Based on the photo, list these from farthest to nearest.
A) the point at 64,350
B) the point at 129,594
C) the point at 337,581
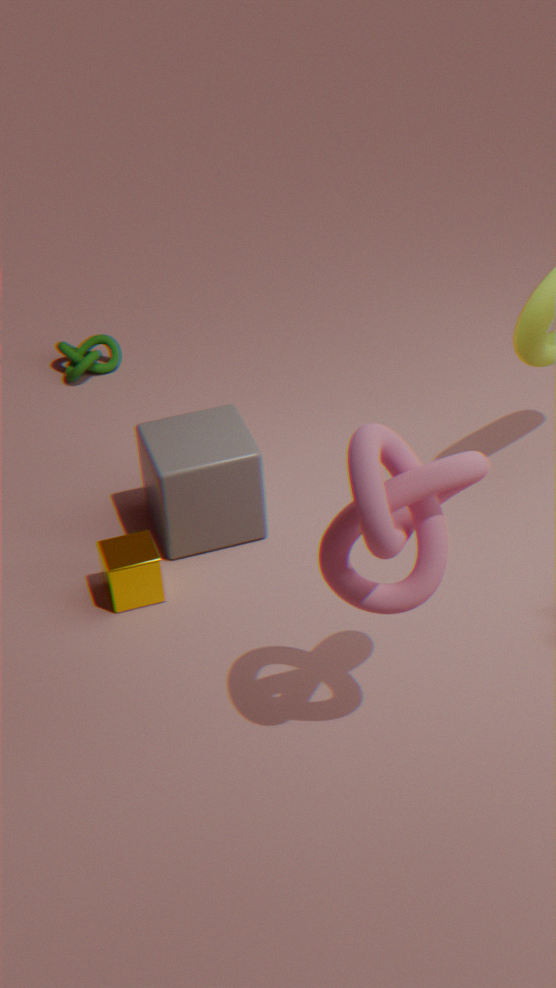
1. the point at 64,350
2. the point at 129,594
3. the point at 337,581
